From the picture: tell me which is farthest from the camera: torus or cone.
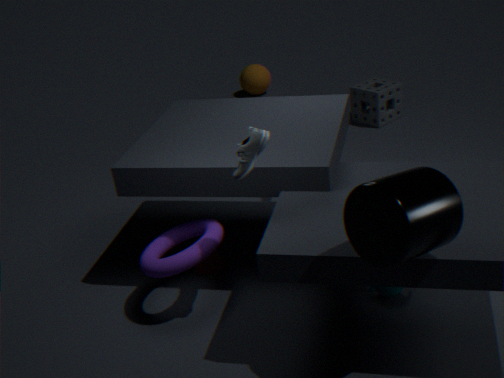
cone
